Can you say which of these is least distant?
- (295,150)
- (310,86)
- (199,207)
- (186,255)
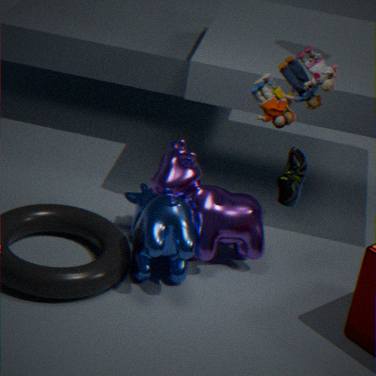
(310,86)
